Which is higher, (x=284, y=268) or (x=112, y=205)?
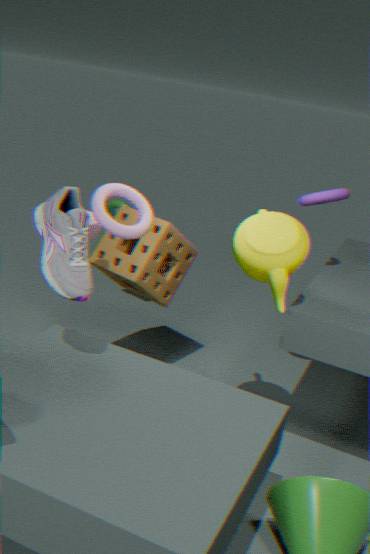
(x=284, y=268)
